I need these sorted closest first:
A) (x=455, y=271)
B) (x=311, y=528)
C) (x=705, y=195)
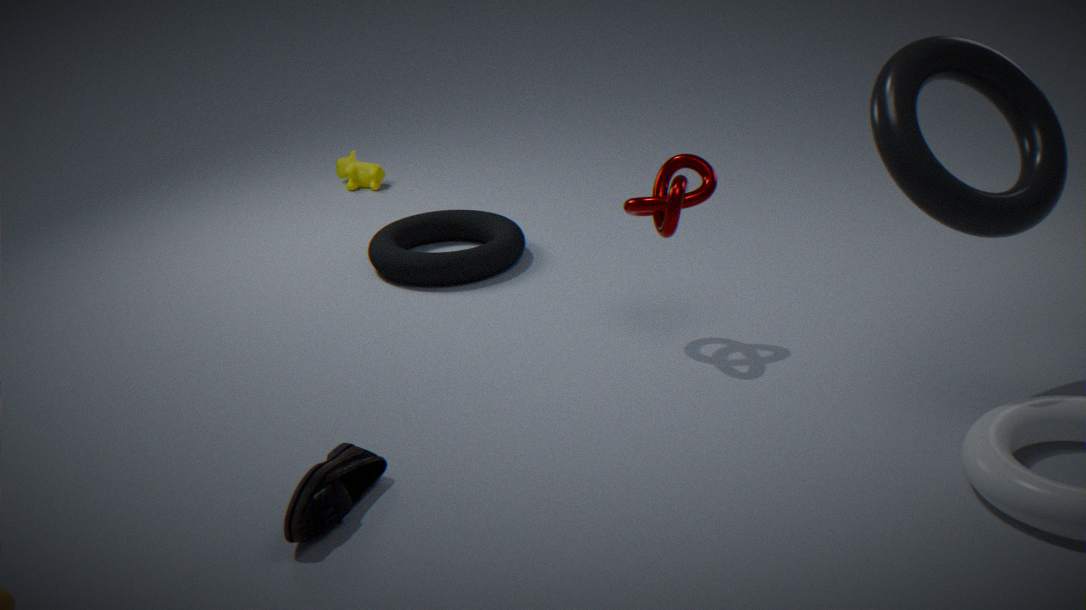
1. (x=311, y=528)
2. (x=705, y=195)
3. (x=455, y=271)
